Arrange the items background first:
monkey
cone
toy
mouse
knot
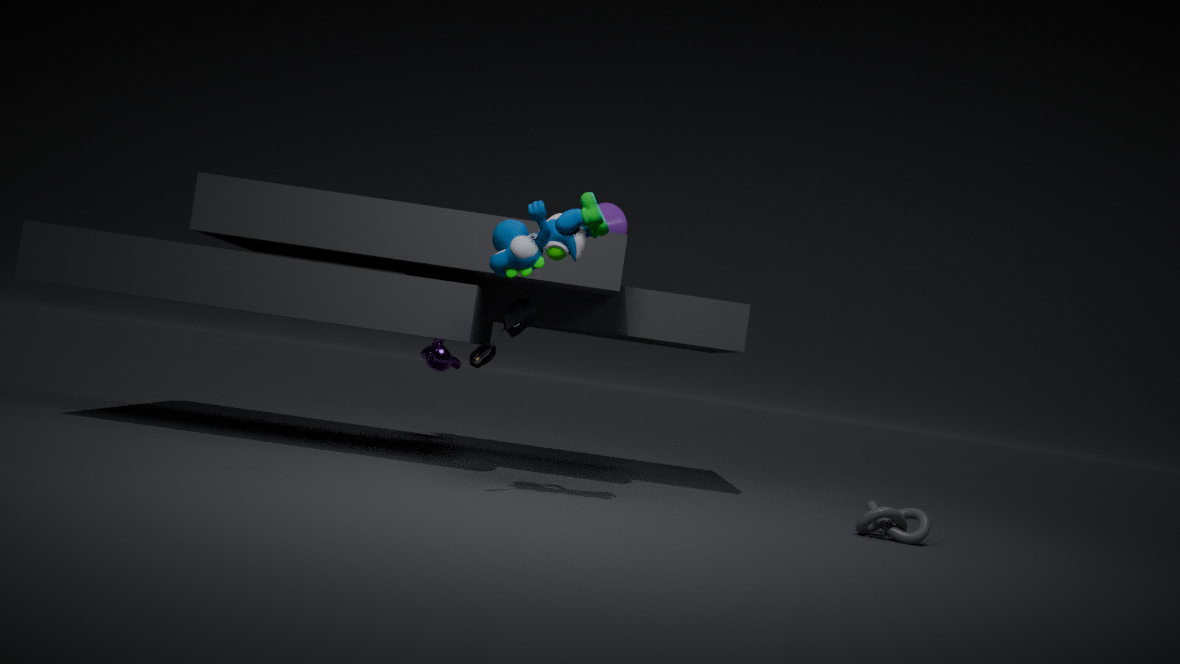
monkey < cone < knot < mouse < toy
